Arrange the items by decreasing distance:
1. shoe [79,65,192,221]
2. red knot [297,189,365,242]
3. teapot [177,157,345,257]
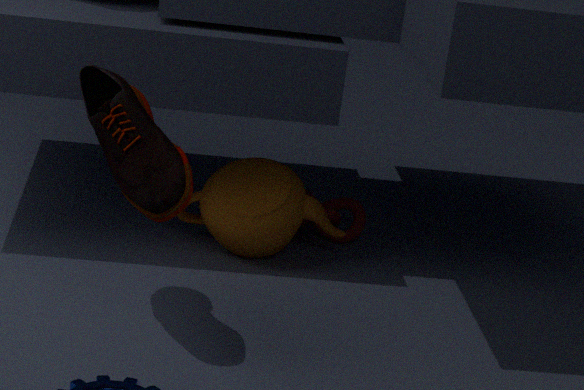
red knot [297,189,365,242] → teapot [177,157,345,257] → shoe [79,65,192,221]
